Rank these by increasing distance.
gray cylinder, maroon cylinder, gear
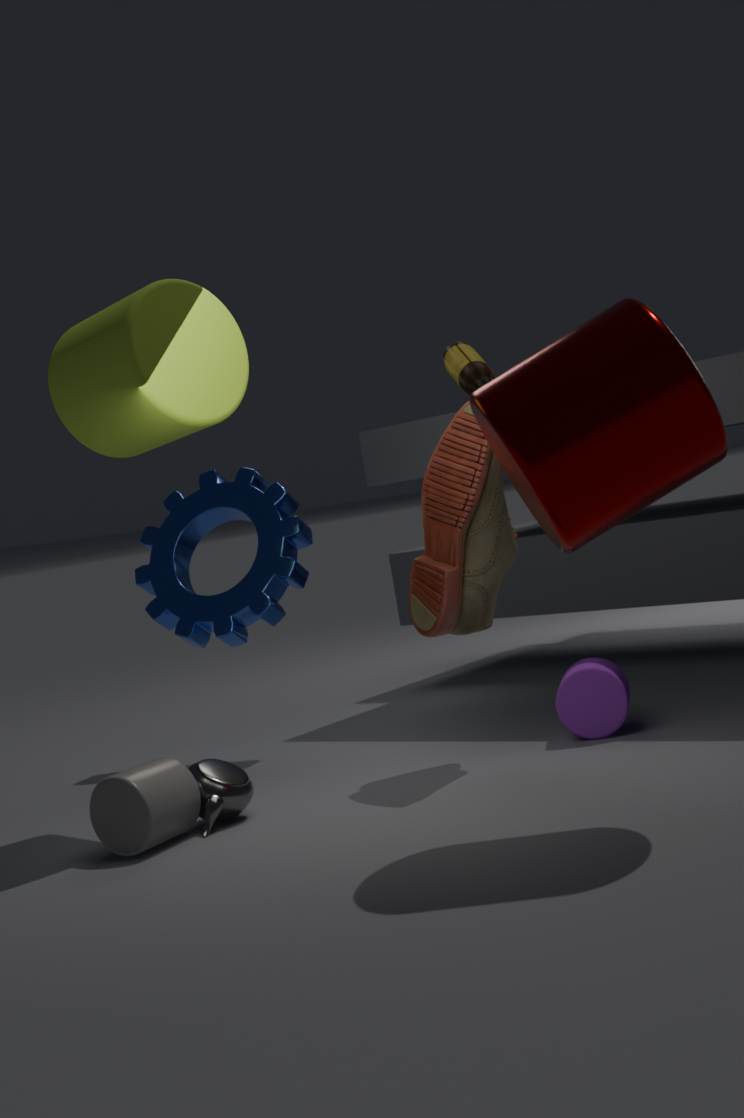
maroon cylinder, gray cylinder, gear
